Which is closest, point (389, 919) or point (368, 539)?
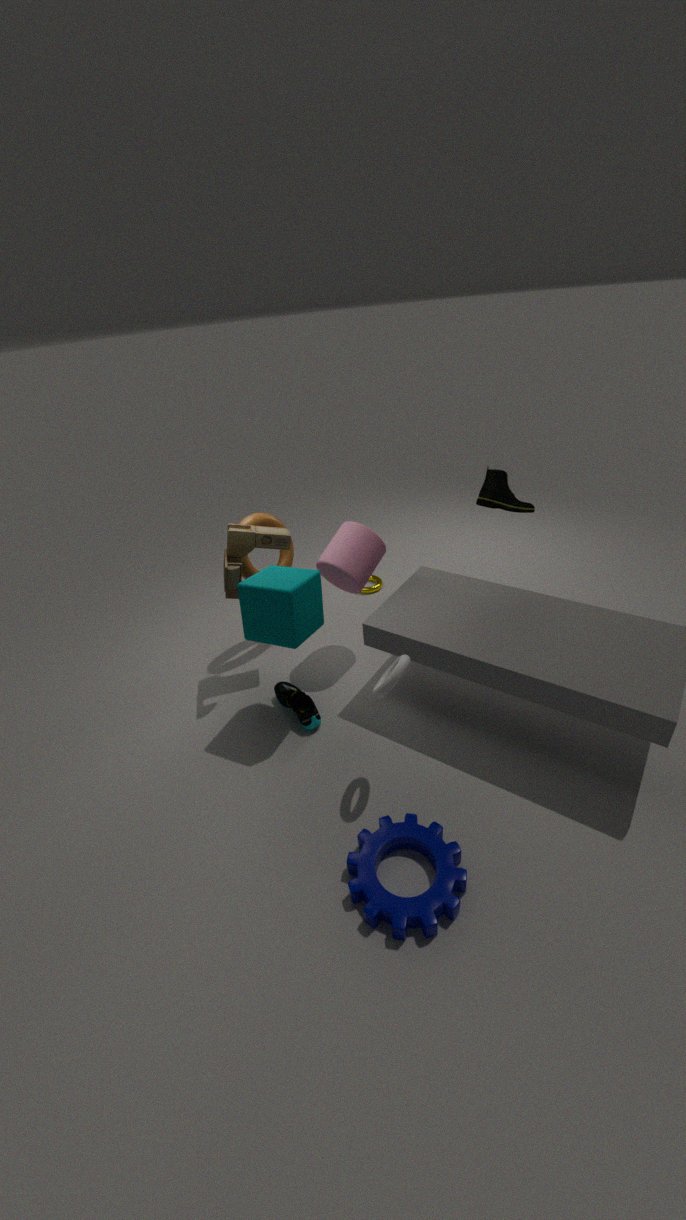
point (389, 919)
